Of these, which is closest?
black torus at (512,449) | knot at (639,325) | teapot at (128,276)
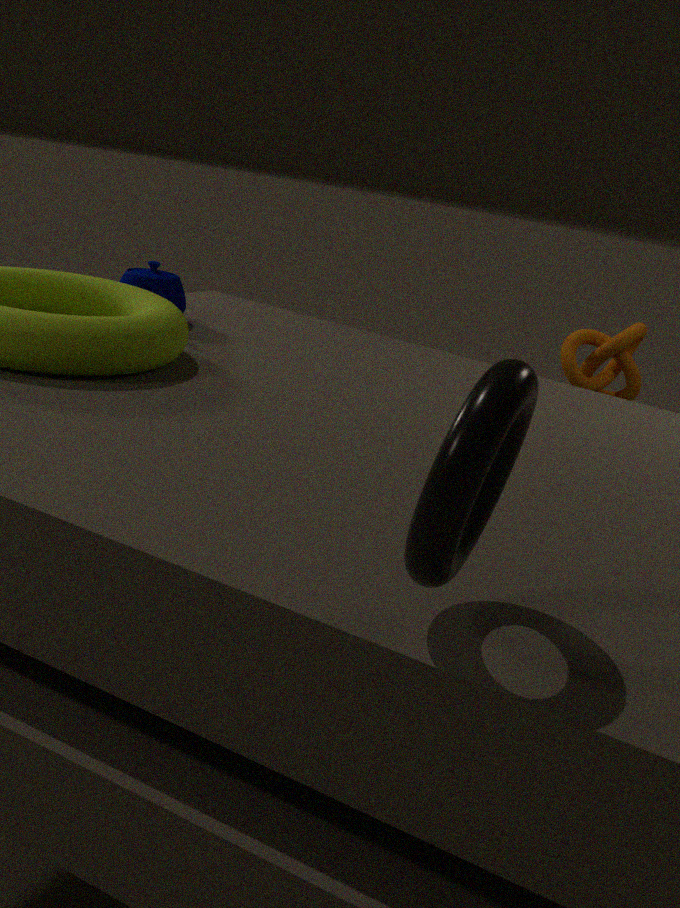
black torus at (512,449)
